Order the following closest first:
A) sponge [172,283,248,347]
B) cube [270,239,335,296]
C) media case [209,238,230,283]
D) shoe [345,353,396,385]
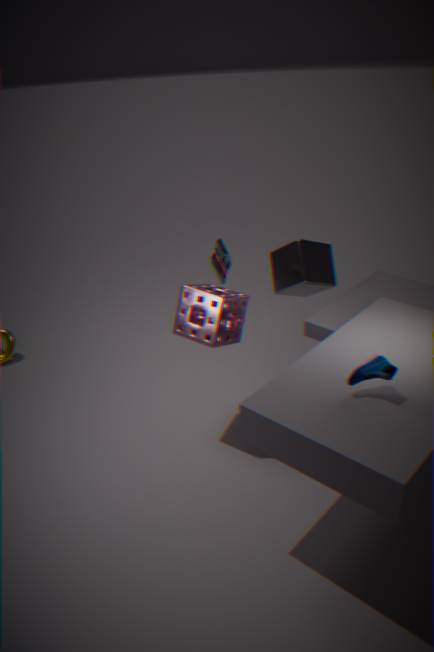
shoe [345,353,396,385] < sponge [172,283,248,347] < media case [209,238,230,283] < cube [270,239,335,296]
